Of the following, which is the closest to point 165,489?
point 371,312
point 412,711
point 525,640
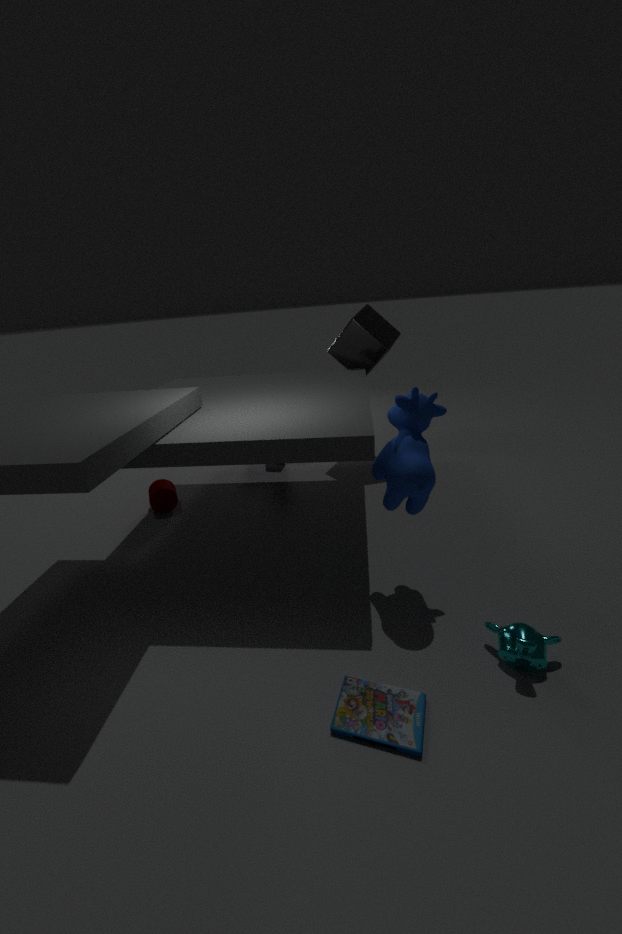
point 371,312
